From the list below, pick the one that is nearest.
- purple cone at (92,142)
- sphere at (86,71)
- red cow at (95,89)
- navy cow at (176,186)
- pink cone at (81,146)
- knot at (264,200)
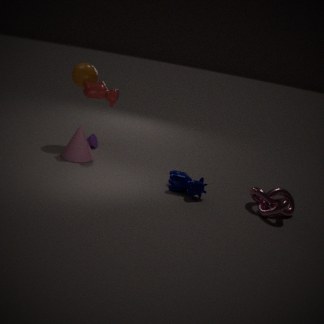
knot at (264,200)
